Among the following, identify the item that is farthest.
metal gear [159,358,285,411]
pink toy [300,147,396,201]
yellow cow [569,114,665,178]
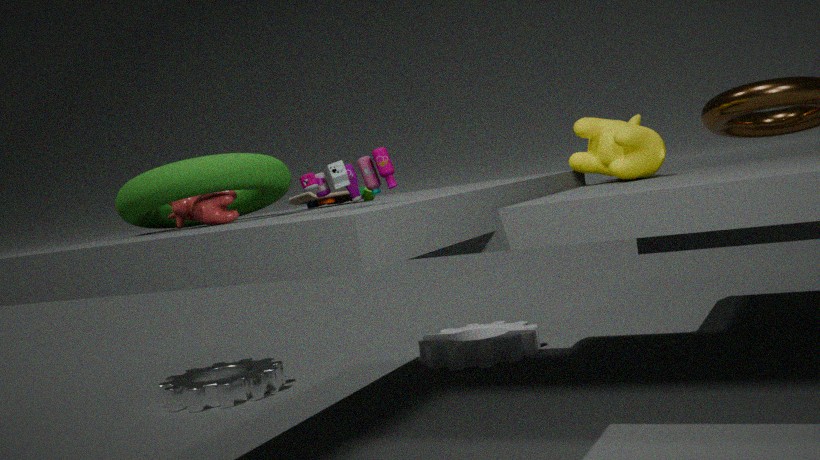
metal gear [159,358,285,411]
